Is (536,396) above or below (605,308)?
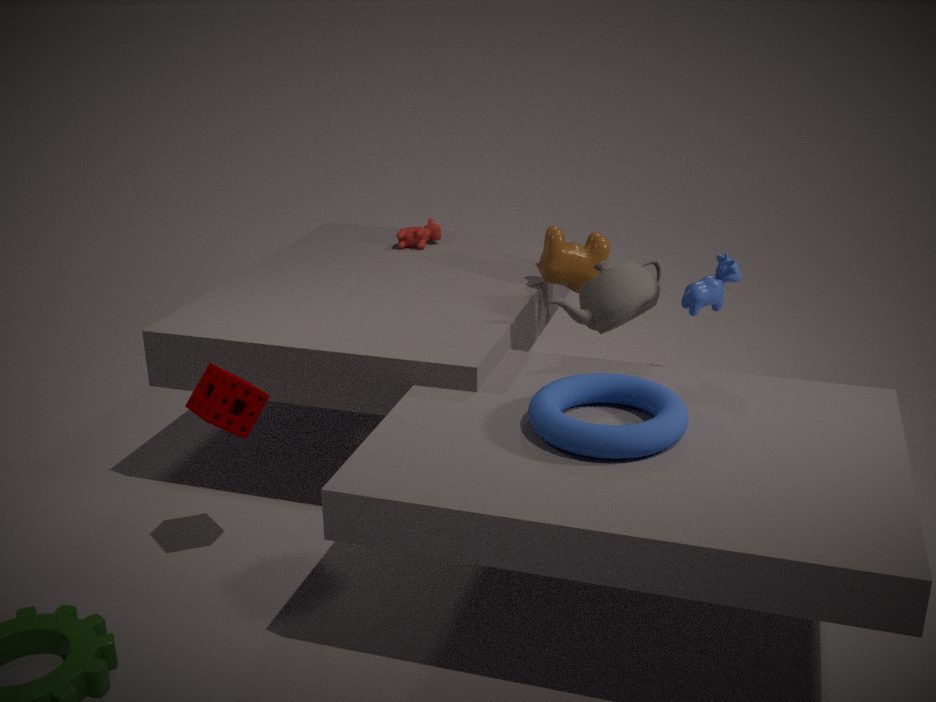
below
